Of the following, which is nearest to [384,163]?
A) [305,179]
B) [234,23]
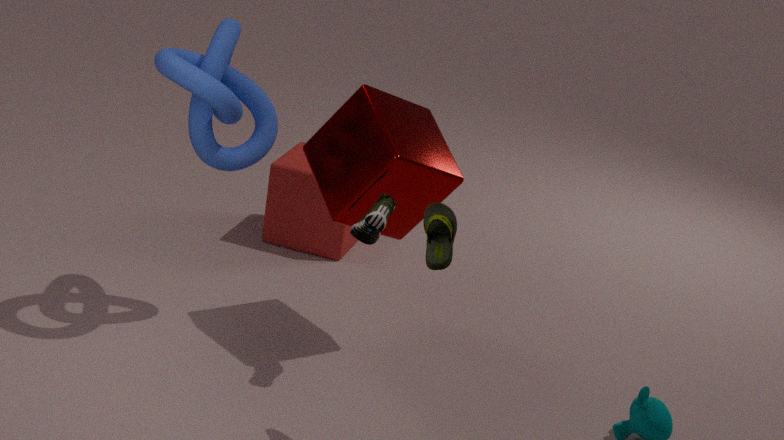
[234,23]
